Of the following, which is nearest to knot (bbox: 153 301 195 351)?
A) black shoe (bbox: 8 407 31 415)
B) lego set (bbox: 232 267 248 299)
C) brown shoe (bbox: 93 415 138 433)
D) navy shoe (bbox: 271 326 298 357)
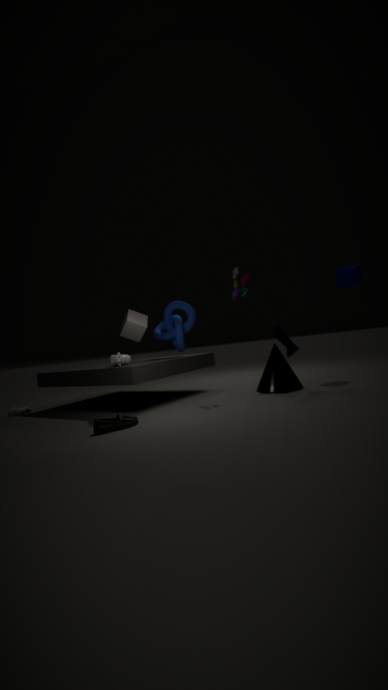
lego set (bbox: 232 267 248 299)
